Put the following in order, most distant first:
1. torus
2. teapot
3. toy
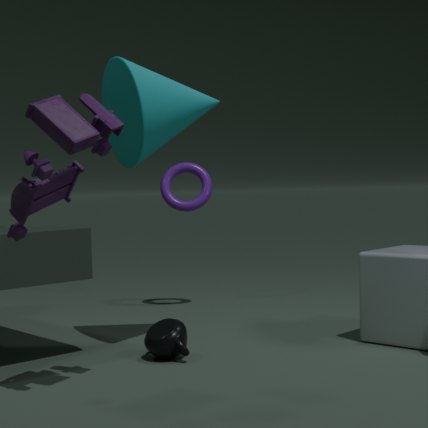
torus
teapot
toy
